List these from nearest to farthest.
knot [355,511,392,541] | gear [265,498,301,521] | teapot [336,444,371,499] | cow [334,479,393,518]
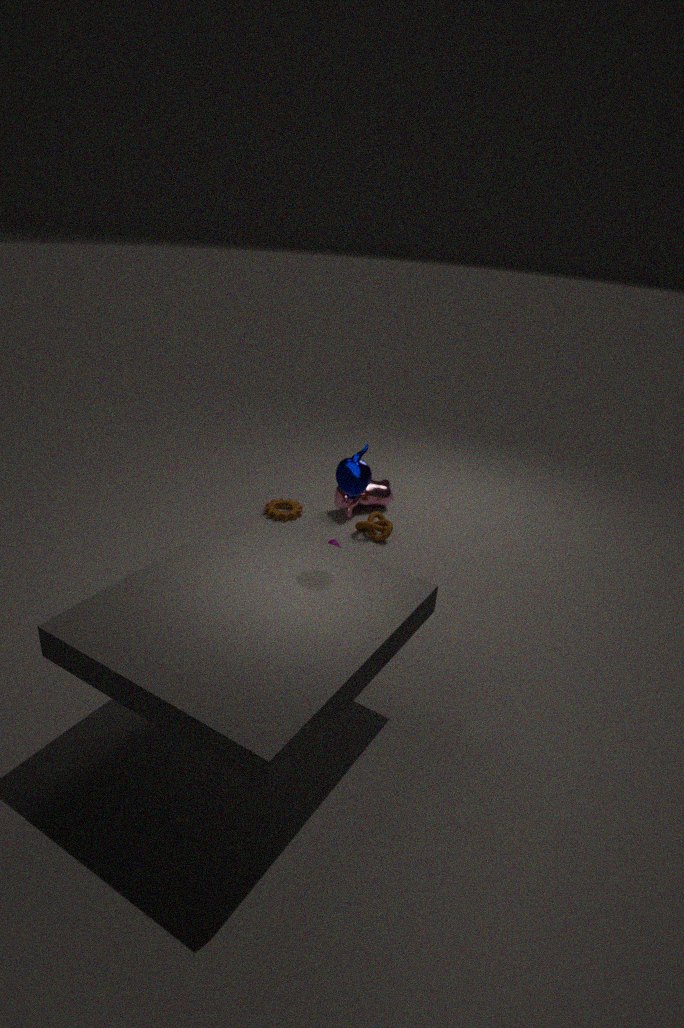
teapot [336,444,371,499] → knot [355,511,392,541] → gear [265,498,301,521] → cow [334,479,393,518]
